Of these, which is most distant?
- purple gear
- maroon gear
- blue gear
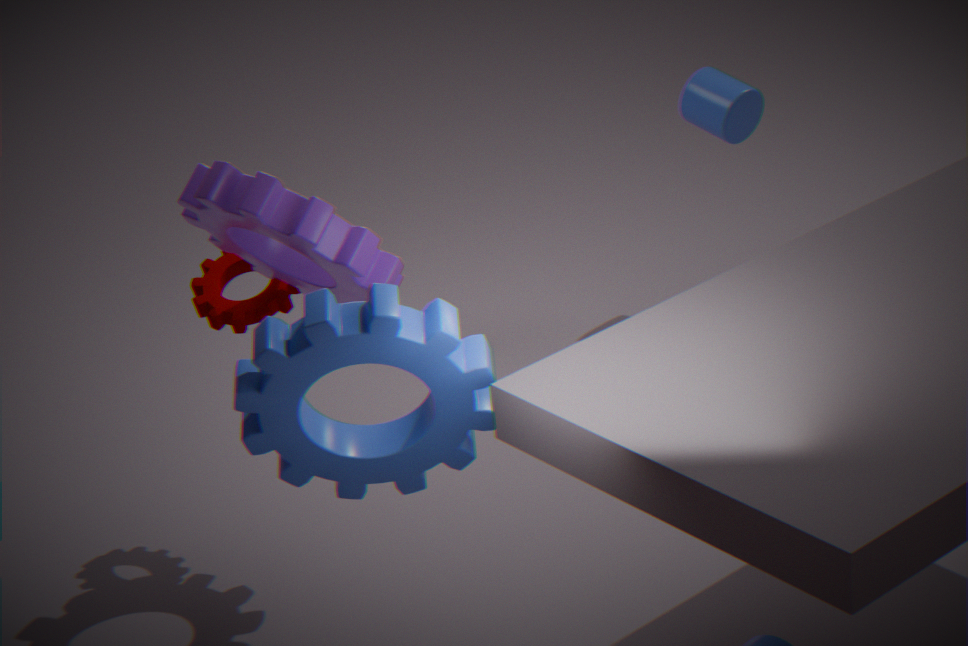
maroon gear
